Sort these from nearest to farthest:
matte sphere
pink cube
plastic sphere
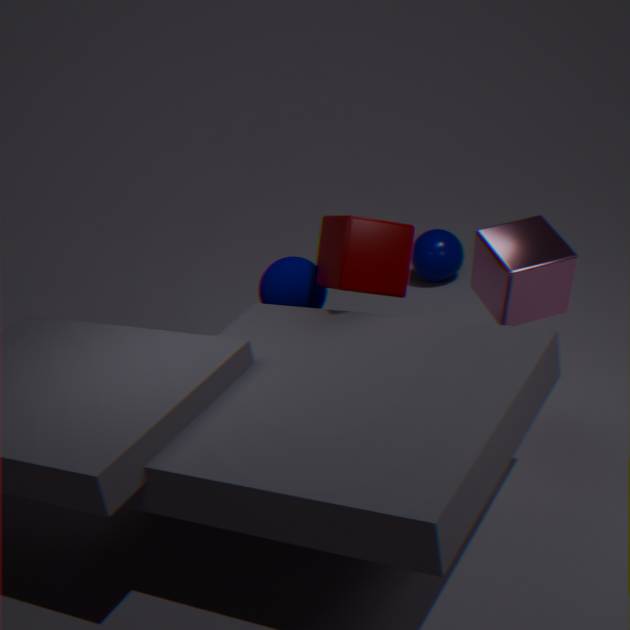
pink cube → matte sphere → plastic sphere
